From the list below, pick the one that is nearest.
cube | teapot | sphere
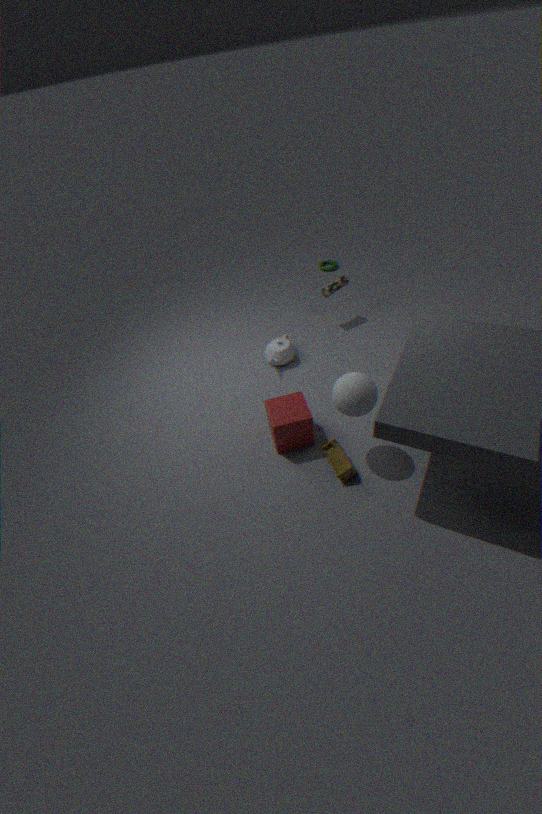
sphere
